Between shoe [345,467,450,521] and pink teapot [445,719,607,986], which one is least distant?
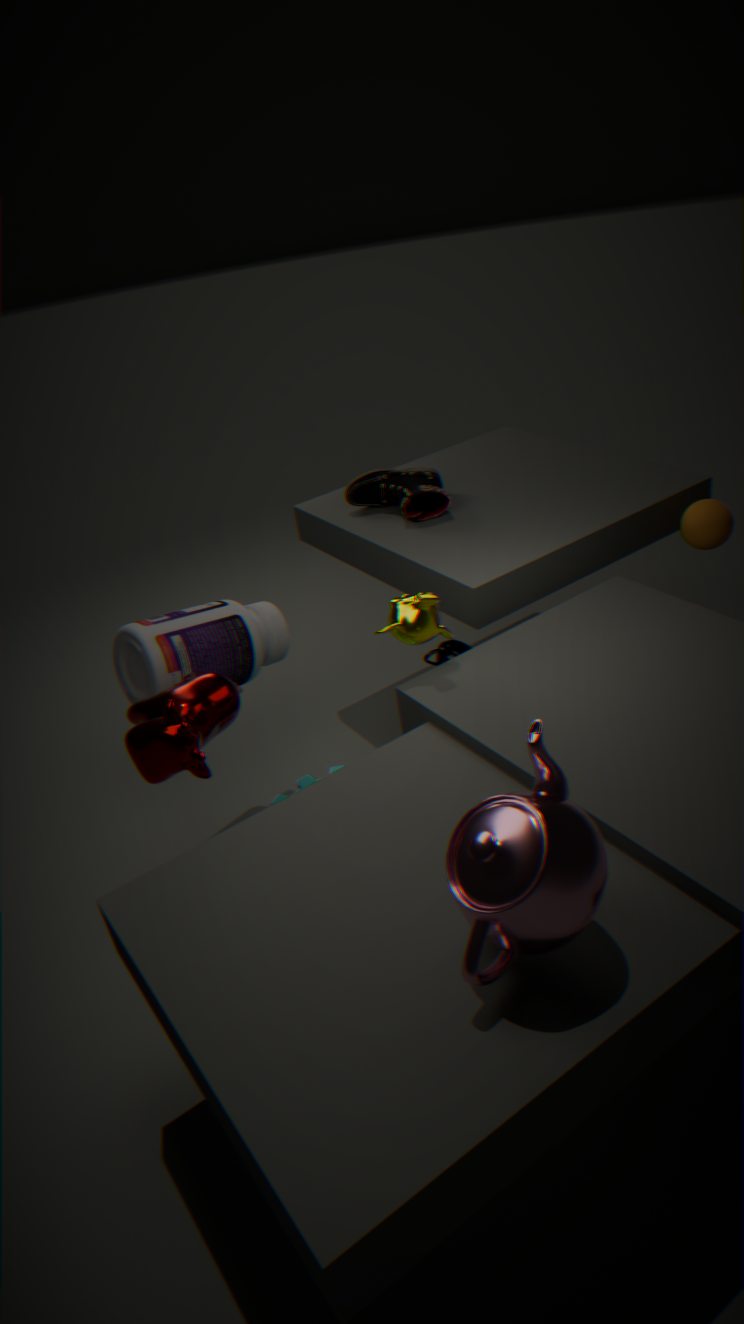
pink teapot [445,719,607,986]
